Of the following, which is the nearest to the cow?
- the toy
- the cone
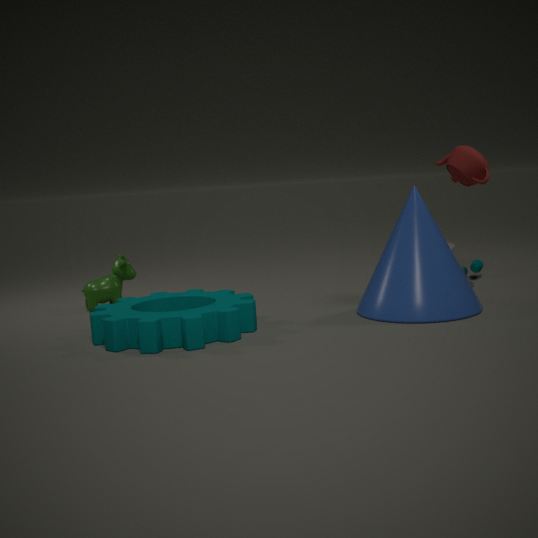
the cone
